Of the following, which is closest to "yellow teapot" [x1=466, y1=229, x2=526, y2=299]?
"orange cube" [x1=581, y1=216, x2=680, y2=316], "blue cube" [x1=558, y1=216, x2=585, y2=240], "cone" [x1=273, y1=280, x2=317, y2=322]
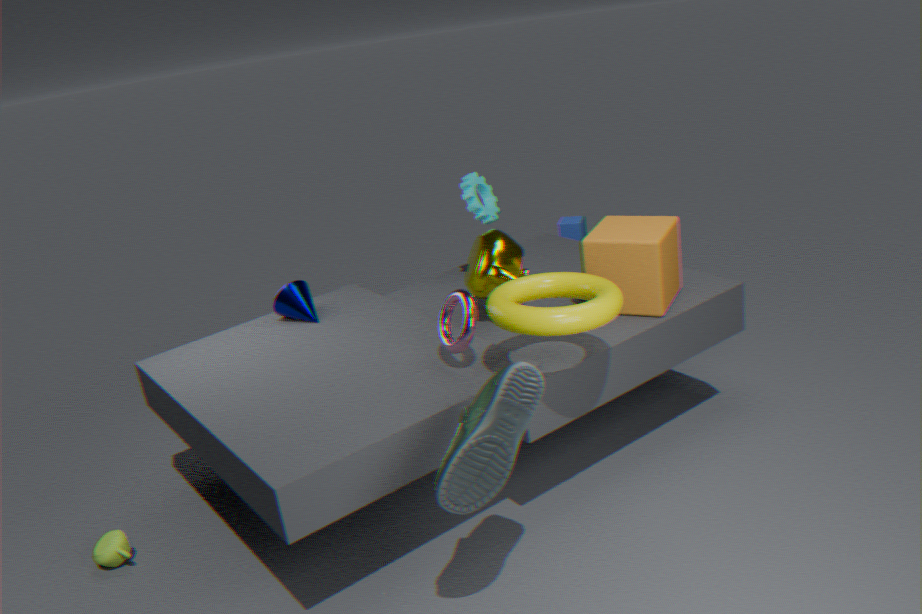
"orange cube" [x1=581, y1=216, x2=680, y2=316]
